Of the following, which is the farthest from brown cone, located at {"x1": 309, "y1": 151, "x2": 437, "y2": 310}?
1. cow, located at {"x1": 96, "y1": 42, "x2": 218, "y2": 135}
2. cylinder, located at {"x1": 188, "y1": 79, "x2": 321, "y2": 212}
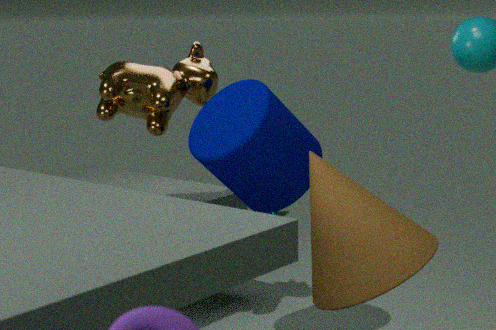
cow, located at {"x1": 96, "y1": 42, "x2": 218, "y2": 135}
